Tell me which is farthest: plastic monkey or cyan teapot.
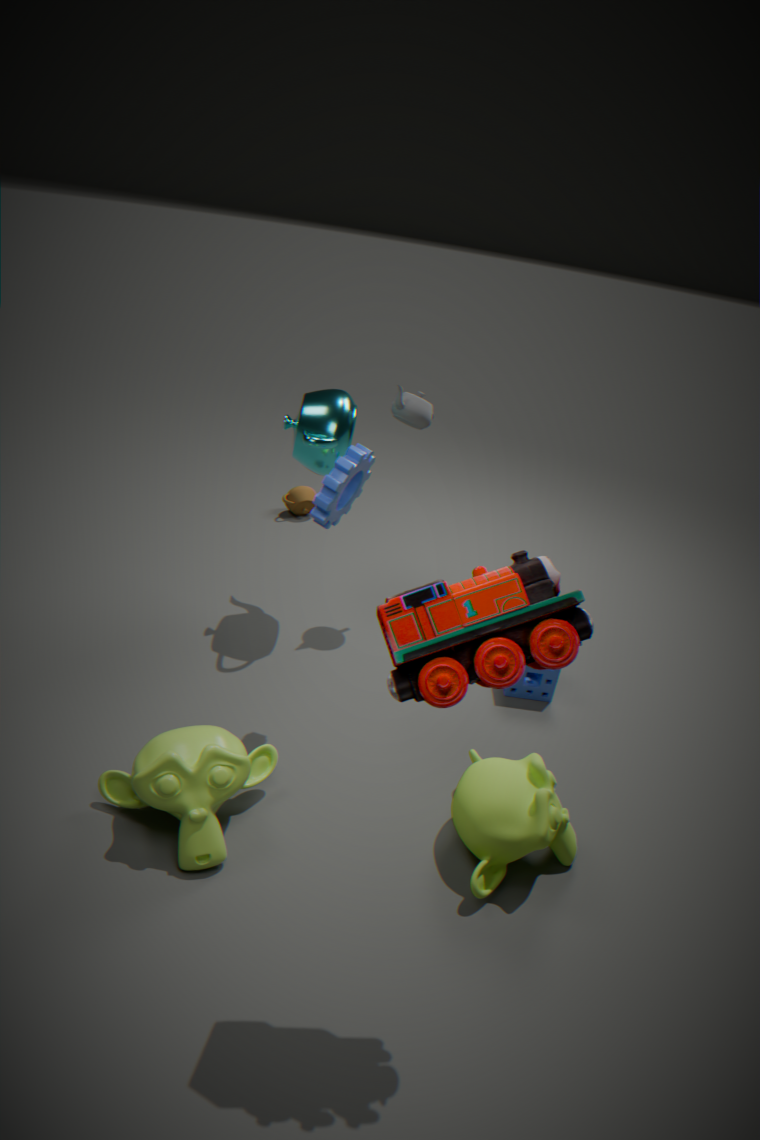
cyan teapot
